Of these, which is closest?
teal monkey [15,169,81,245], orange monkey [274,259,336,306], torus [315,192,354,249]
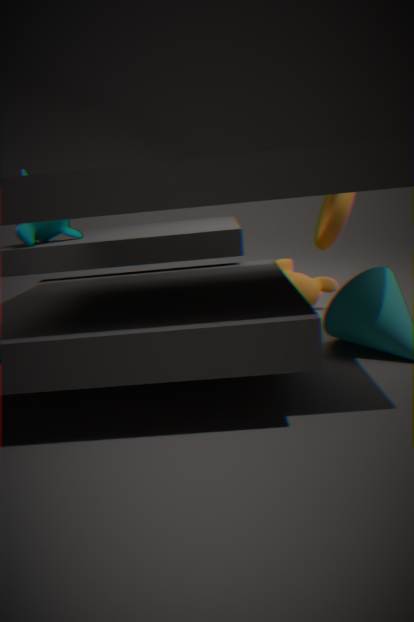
teal monkey [15,169,81,245]
